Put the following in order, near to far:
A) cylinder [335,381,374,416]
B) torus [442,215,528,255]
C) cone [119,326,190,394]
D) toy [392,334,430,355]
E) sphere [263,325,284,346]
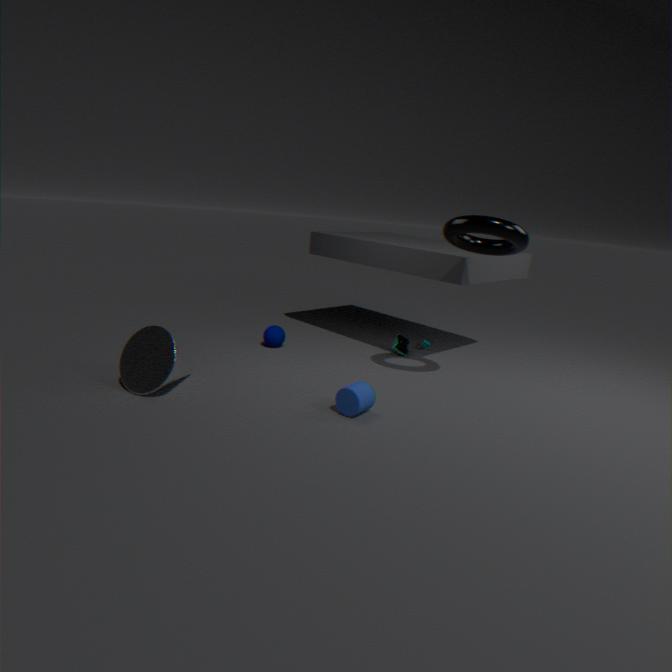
cylinder [335,381,374,416]
torus [442,215,528,255]
cone [119,326,190,394]
sphere [263,325,284,346]
toy [392,334,430,355]
